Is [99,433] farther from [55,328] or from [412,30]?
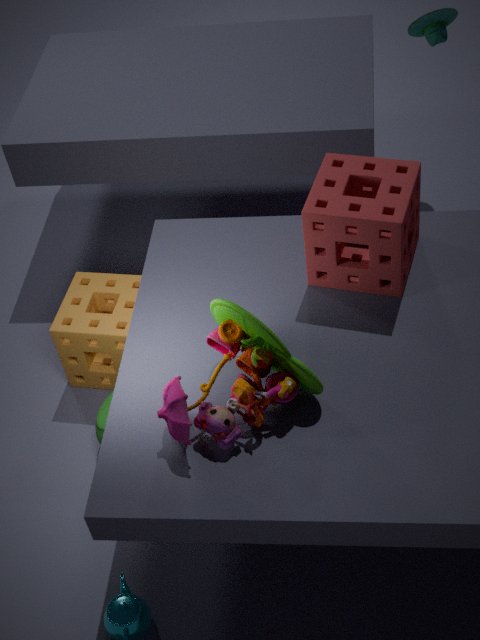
[412,30]
